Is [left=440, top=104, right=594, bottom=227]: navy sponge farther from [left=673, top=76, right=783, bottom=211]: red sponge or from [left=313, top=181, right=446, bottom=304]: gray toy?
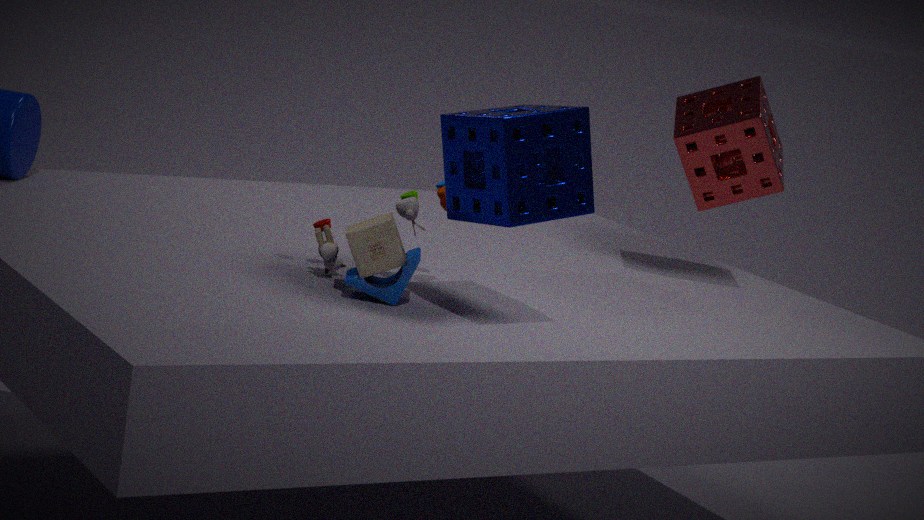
[left=673, top=76, right=783, bottom=211]: red sponge
